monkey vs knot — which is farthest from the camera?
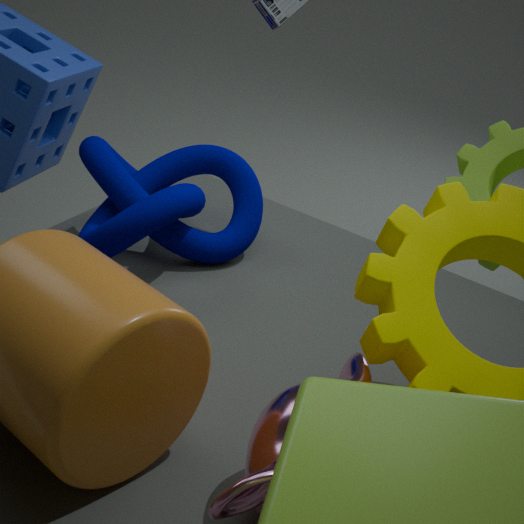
knot
